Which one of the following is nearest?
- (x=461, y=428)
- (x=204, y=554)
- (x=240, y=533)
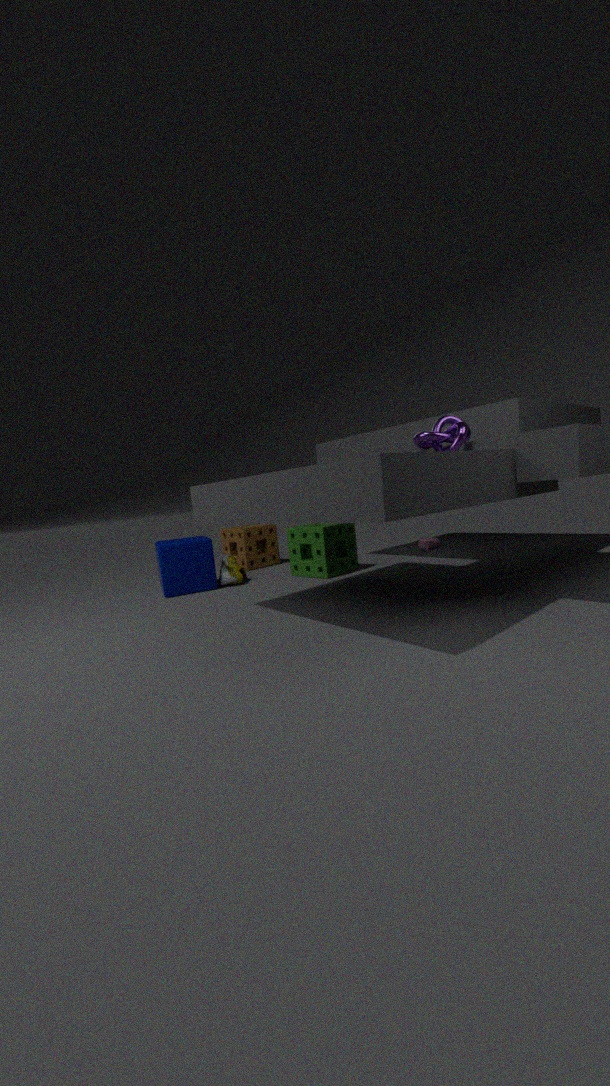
(x=461, y=428)
